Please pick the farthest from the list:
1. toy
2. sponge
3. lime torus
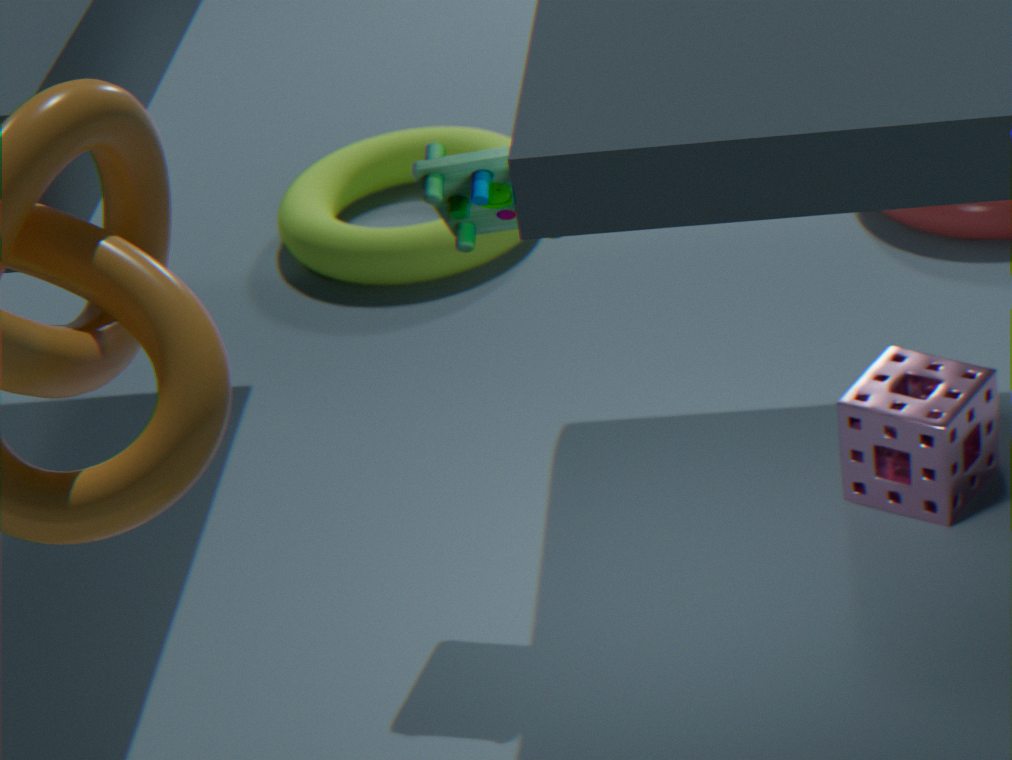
lime torus
